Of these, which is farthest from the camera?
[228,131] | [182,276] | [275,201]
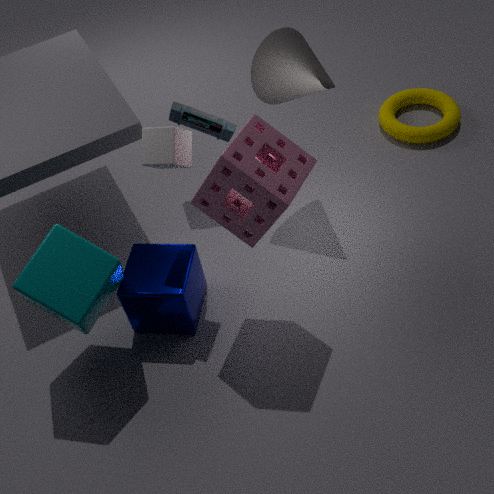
[228,131]
